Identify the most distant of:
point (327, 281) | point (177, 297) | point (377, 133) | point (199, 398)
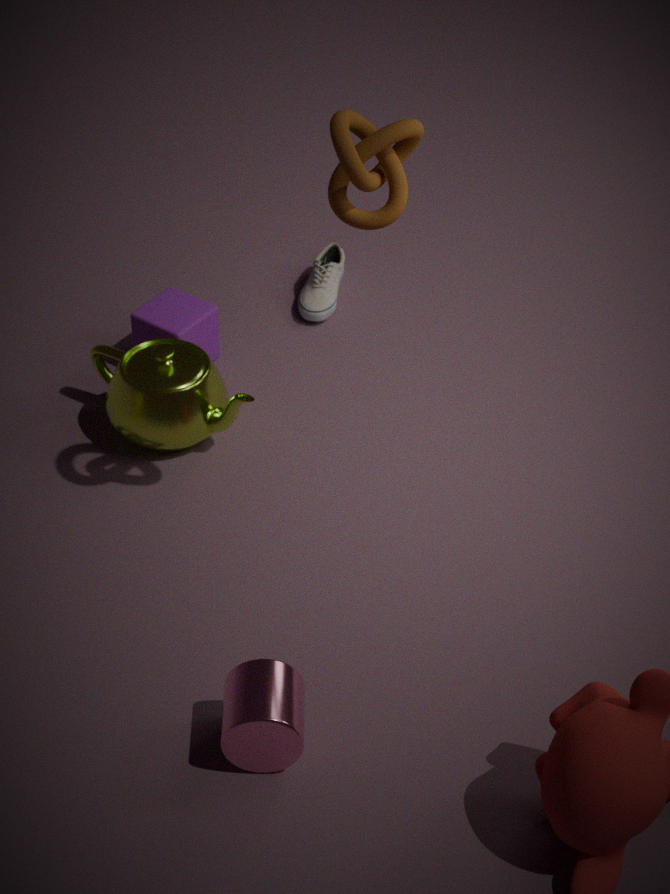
point (327, 281)
